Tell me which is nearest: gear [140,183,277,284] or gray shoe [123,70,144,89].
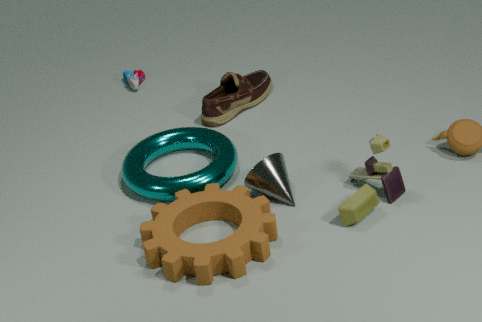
gear [140,183,277,284]
